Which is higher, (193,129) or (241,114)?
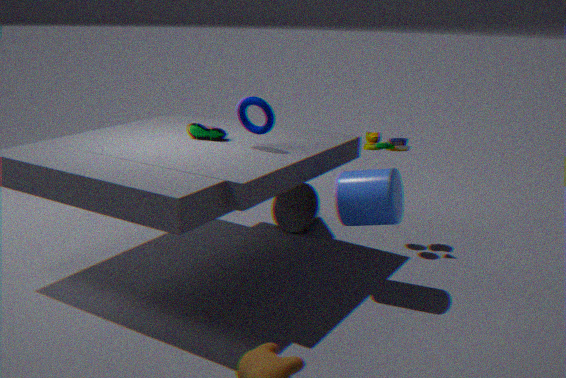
(241,114)
